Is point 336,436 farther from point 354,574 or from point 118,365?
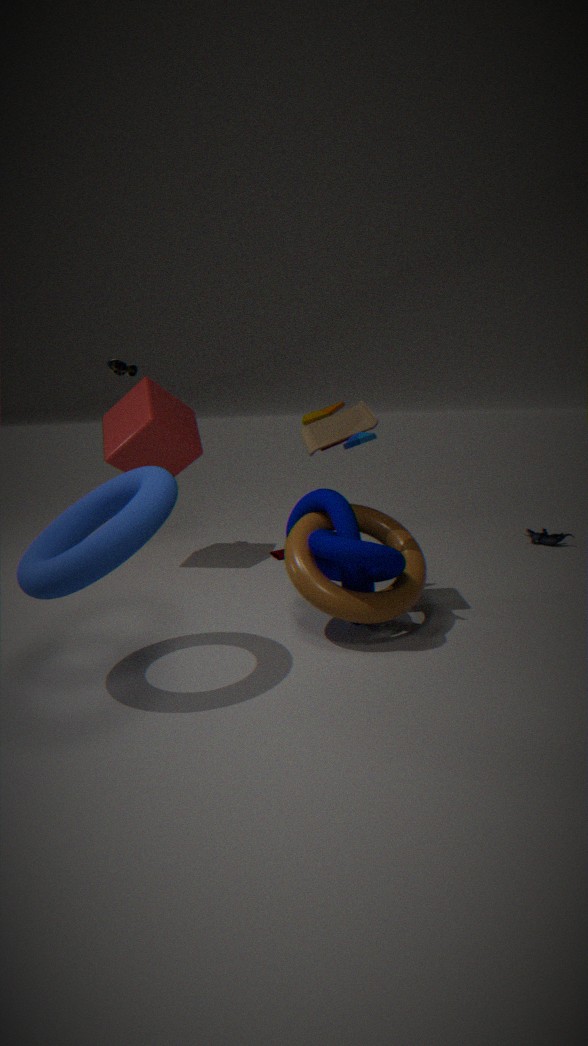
point 118,365
